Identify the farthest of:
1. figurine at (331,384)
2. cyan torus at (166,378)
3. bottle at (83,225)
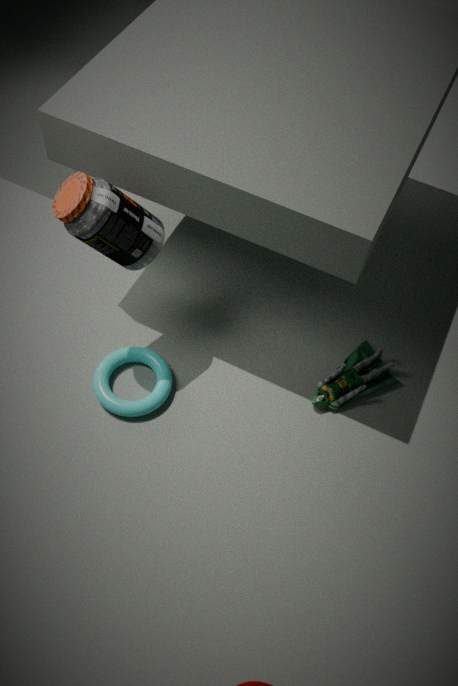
figurine at (331,384)
